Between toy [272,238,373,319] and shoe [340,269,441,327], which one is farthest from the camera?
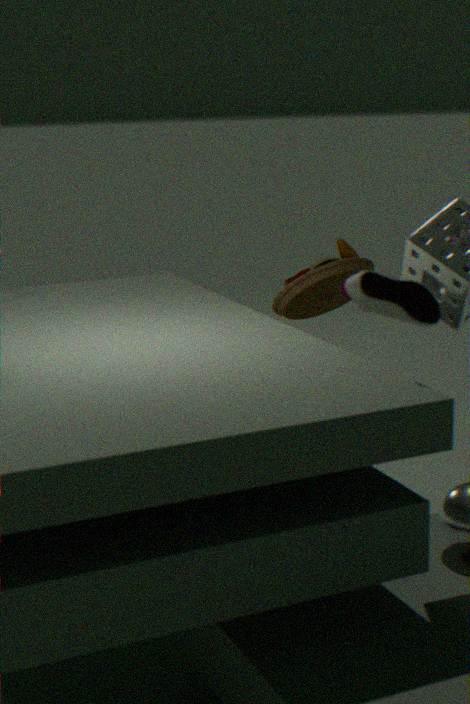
toy [272,238,373,319]
